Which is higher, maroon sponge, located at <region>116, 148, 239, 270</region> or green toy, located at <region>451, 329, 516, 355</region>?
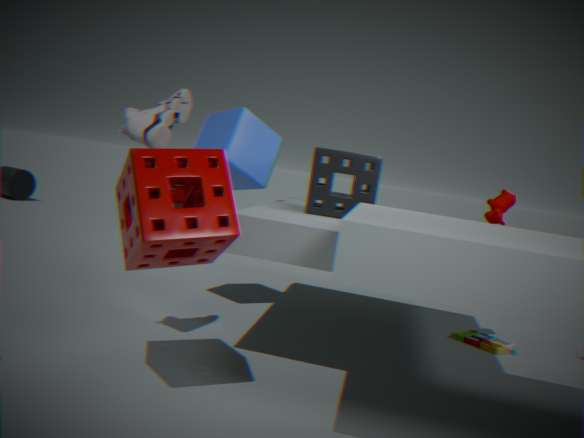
maroon sponge, located at <region>116, 148, 239, 270</region>
